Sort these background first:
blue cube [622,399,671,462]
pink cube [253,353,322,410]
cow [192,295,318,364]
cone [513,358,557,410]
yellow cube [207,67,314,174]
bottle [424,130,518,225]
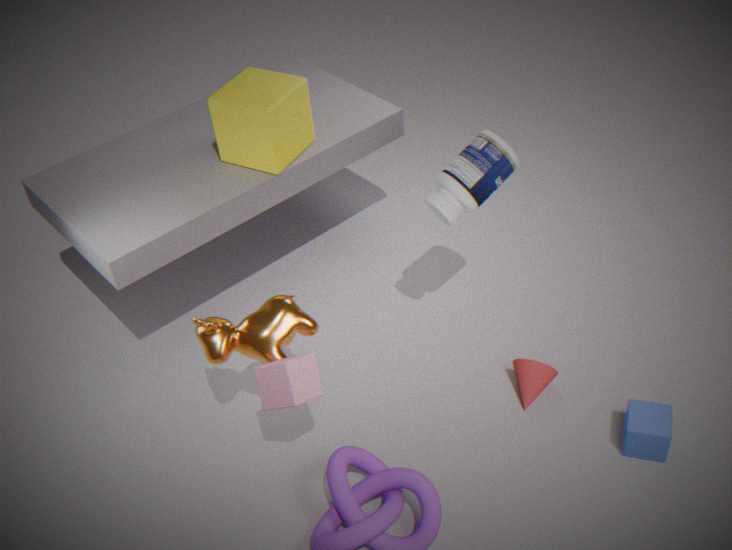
yellow cube [207,67,314,174], cone [513,358,557,410], bottle [424,130,518,225], blue cube [622,399,671,462], cow [192,295,318,364], pink cube [253,353,322,410]
